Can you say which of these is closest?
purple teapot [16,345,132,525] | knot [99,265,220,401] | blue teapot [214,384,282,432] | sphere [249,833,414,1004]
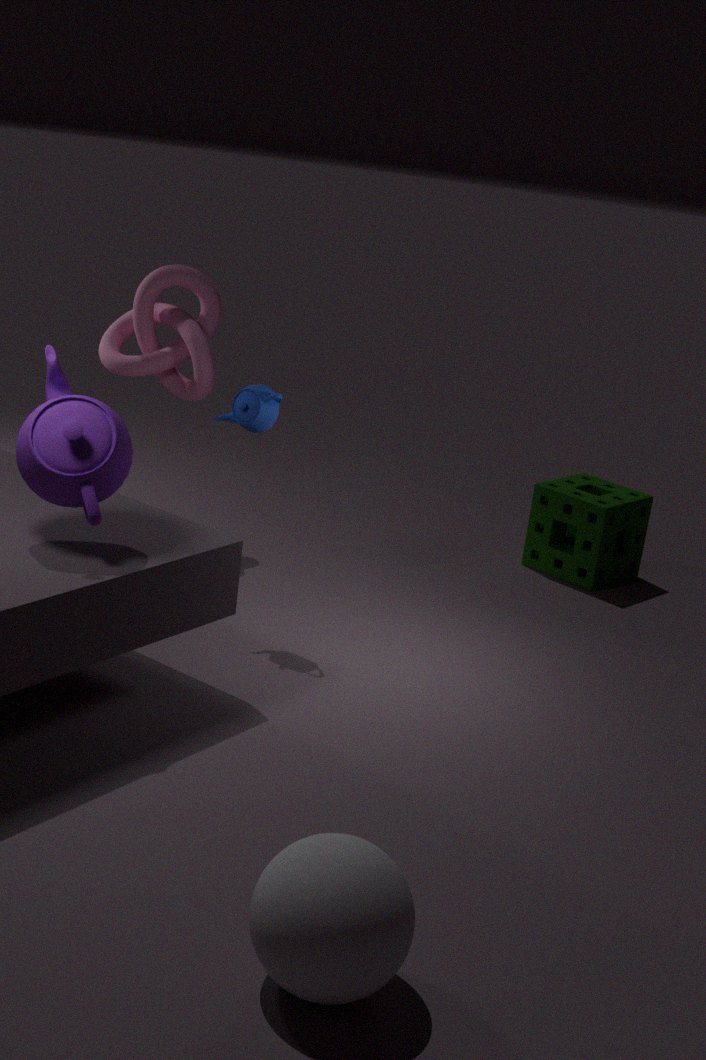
sphere [249,833,414,1004]
